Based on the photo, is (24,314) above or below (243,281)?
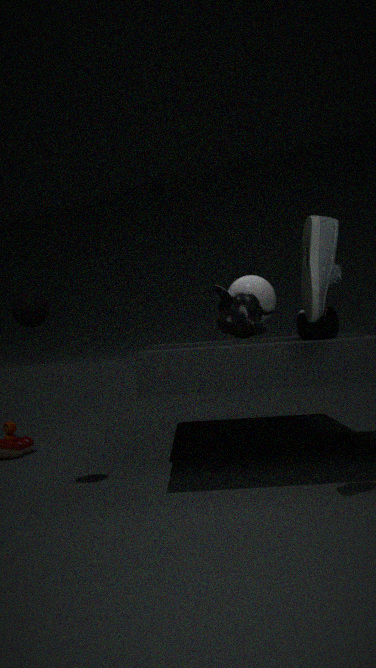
below
